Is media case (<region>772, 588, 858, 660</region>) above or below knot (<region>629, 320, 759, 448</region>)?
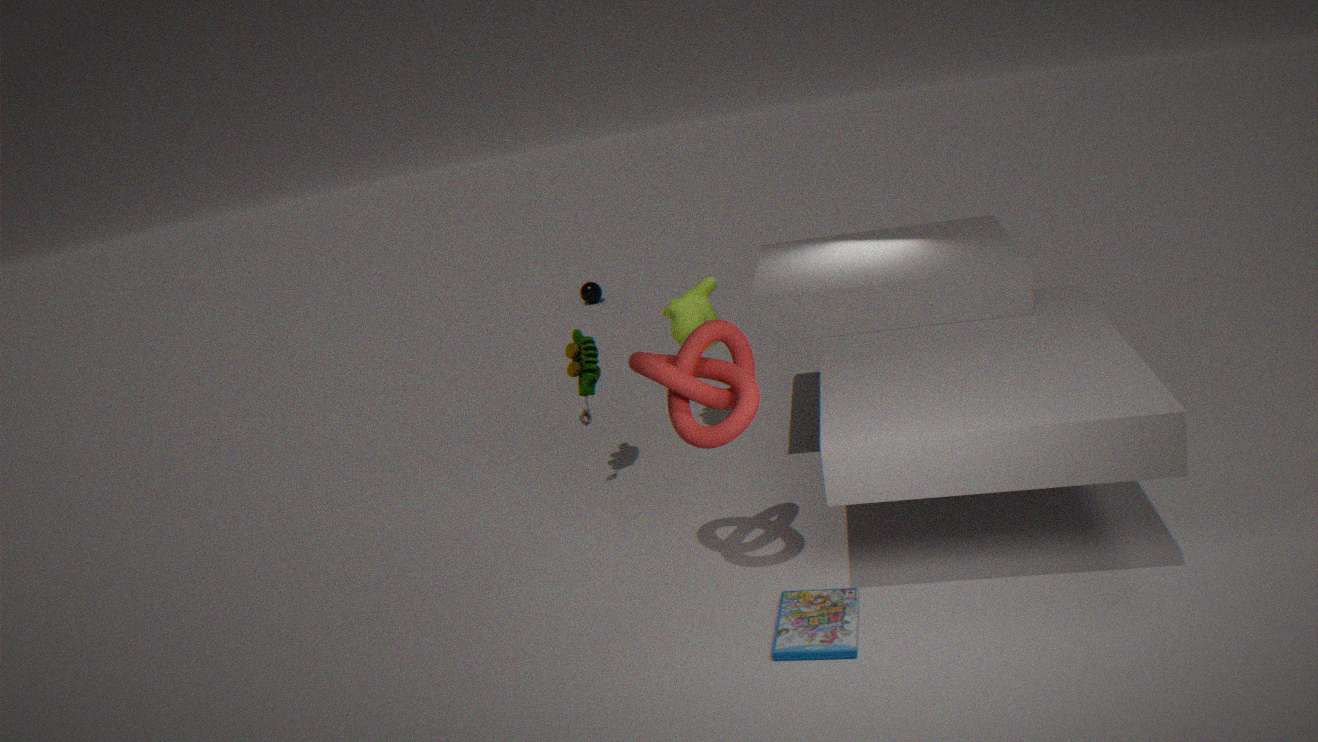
below
